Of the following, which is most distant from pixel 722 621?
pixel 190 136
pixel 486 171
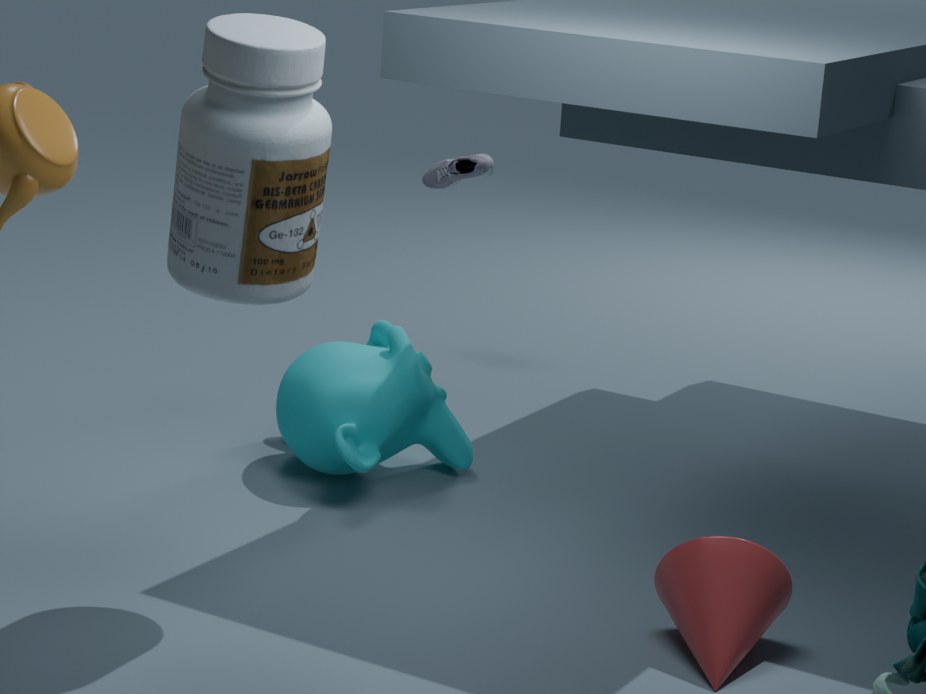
pixel 486 171
